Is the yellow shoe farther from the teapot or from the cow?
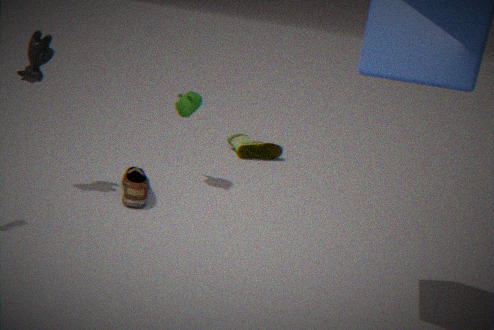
the cow
